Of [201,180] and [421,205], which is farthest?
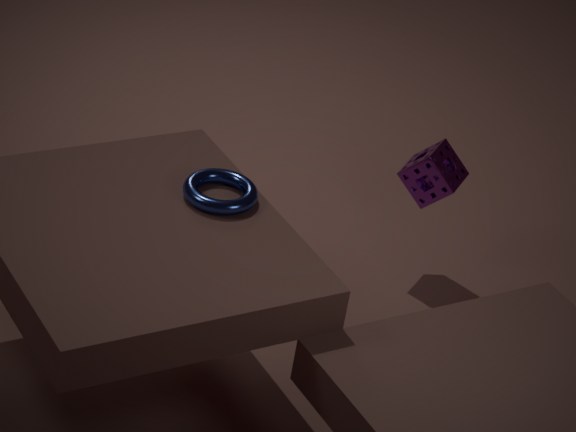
[421,205]
